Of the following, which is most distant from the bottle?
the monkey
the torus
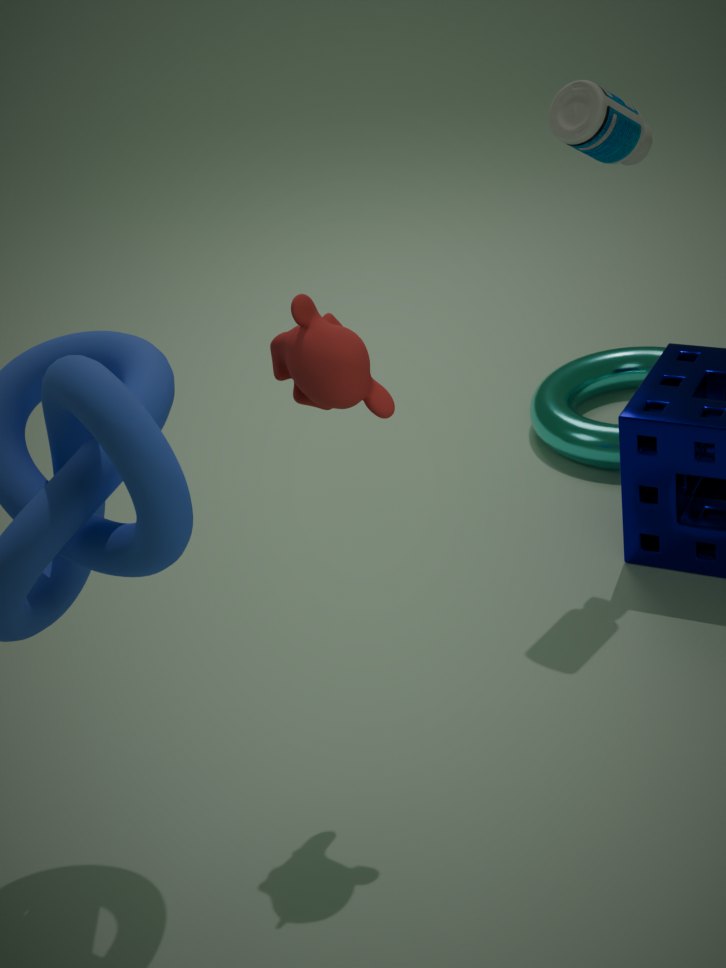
the torus
